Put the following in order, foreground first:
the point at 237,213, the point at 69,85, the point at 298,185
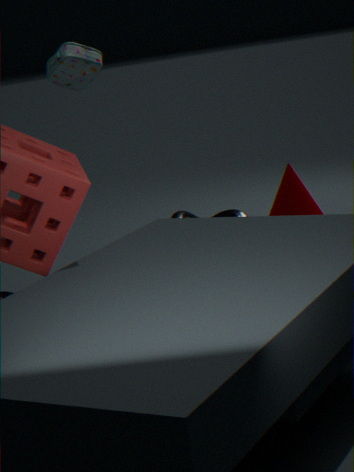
the point at 69,85, the point at 237,213, the point at 298,185
